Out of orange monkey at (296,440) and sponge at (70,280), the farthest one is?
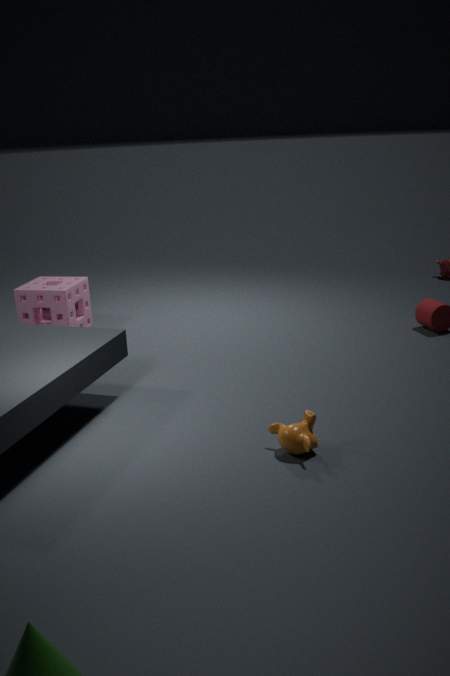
sponge at (70,280)
